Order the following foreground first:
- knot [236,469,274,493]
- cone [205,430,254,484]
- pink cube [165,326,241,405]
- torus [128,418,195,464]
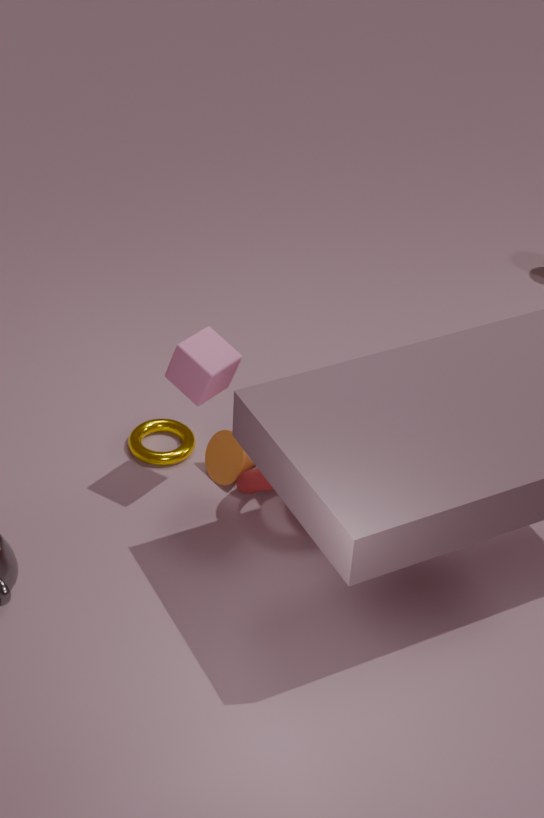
pink cube [165,326,241,405], knot [236,469,274,493], cone [205,430,254,484], torus [128,418,195,464]
